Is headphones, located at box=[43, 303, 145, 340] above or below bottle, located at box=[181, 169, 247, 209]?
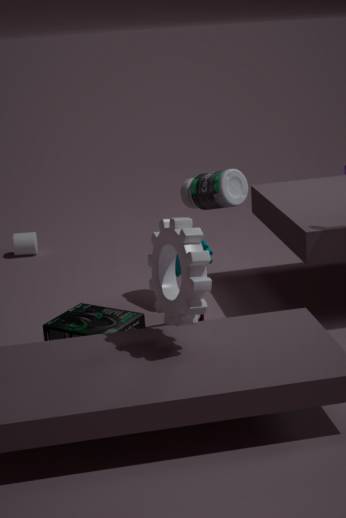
below
